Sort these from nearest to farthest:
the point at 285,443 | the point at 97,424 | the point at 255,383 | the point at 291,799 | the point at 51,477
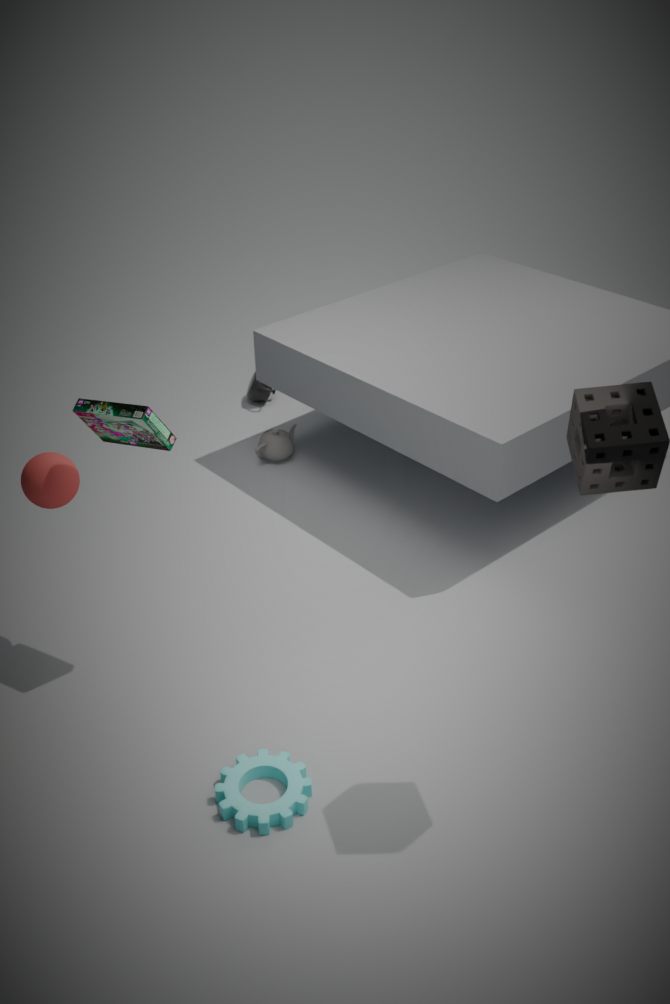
the point at 291,799
the point at 97,424
the point at 51,477
the point at 285,443
the point at 255,383
